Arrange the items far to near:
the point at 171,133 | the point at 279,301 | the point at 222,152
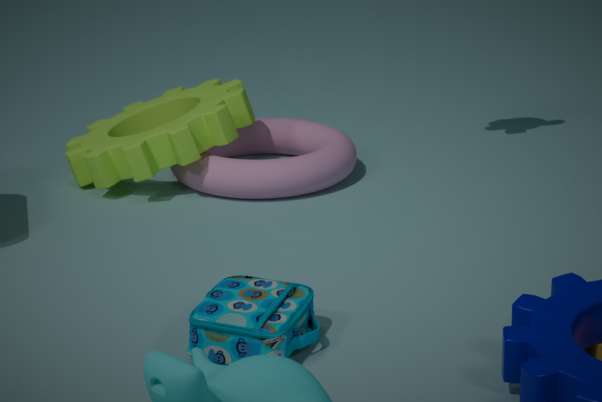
the point at 222,152
the point at 171,133
the point at 279,301
